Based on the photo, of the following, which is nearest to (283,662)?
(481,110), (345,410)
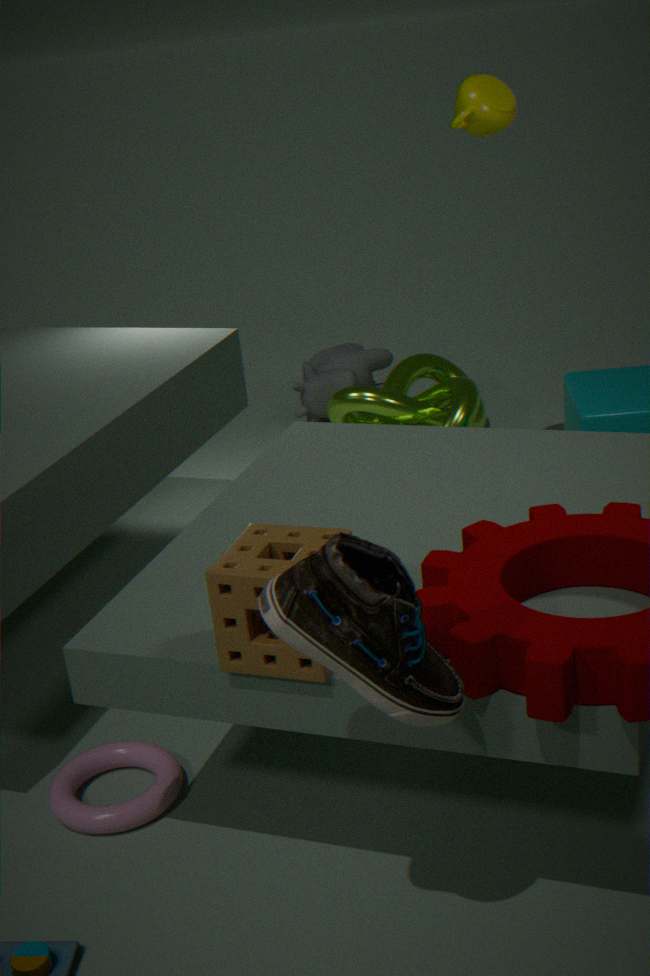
(481,110)
